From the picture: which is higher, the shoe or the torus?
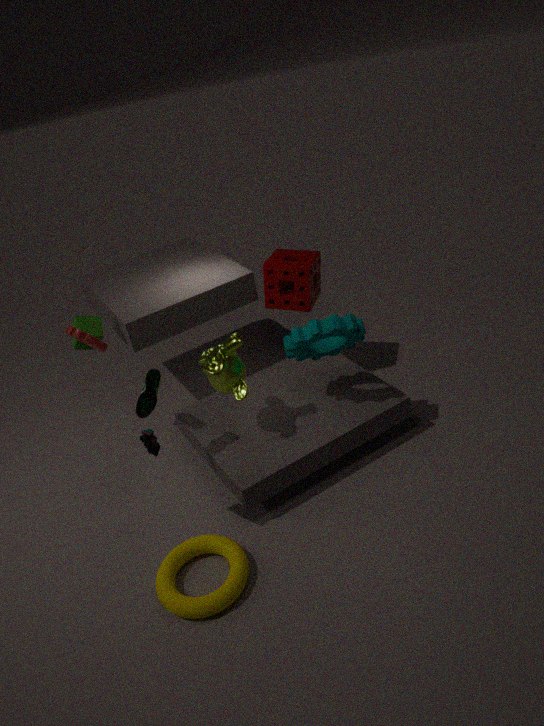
the shoe
